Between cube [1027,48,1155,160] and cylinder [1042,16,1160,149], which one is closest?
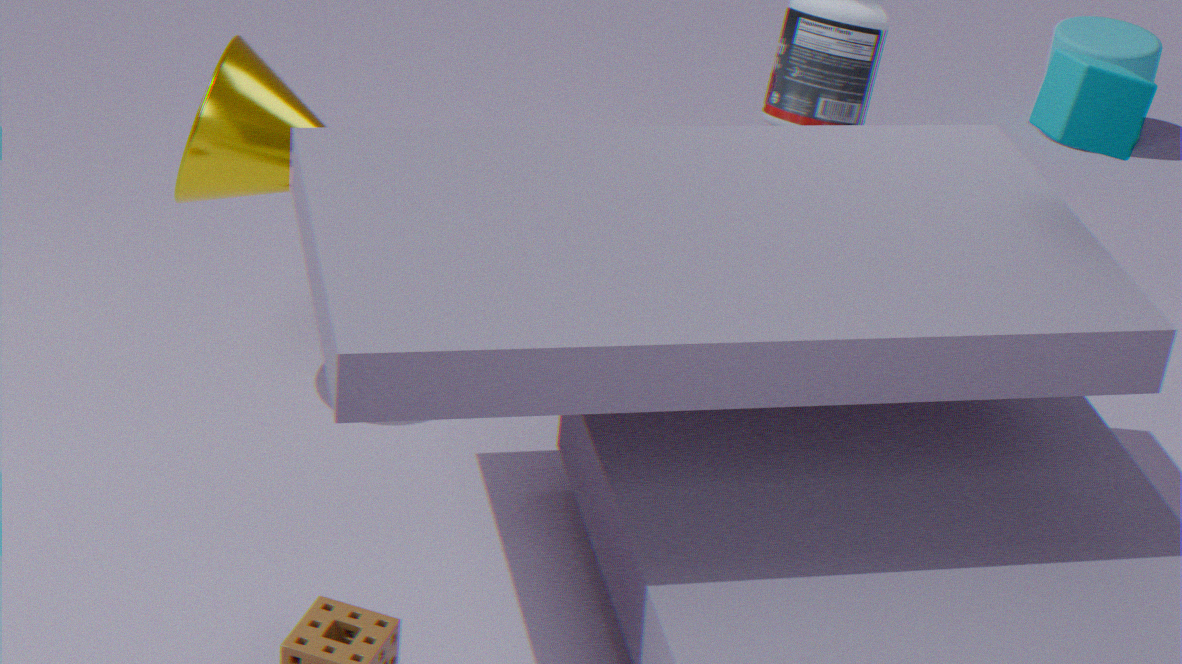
cube [1027,48,1155,160]
